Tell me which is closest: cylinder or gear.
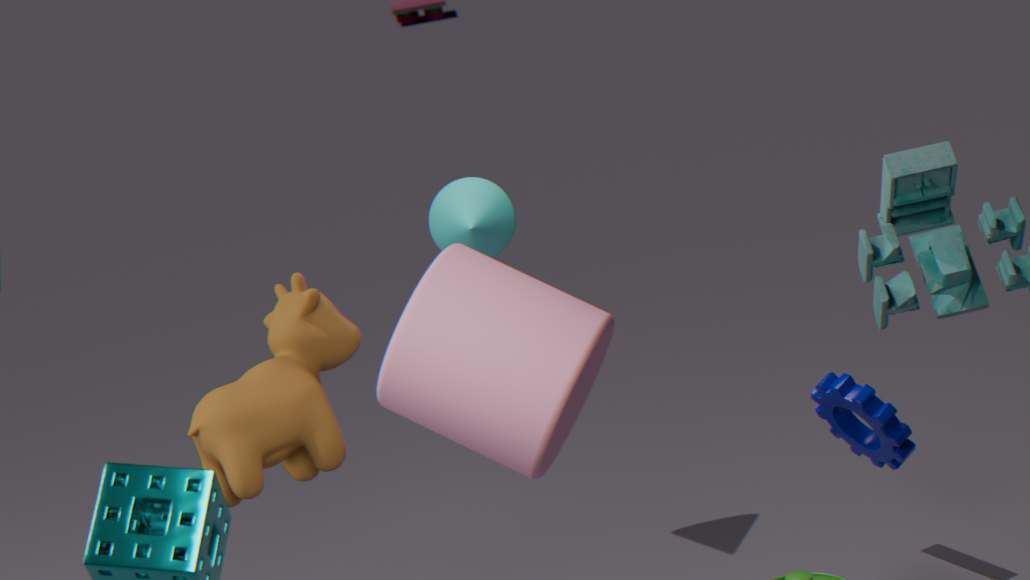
cylinder
